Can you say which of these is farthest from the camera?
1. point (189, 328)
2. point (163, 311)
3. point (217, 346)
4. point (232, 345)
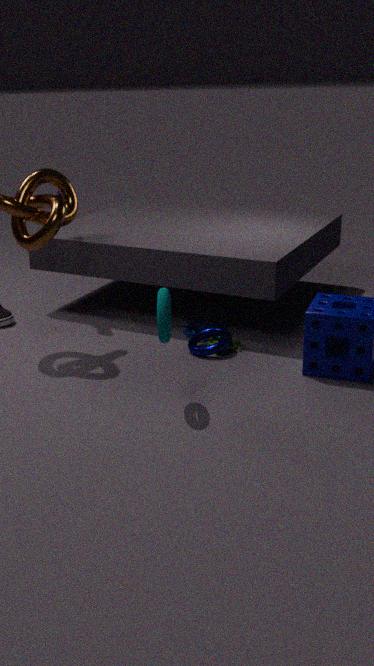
point (189, 328)
